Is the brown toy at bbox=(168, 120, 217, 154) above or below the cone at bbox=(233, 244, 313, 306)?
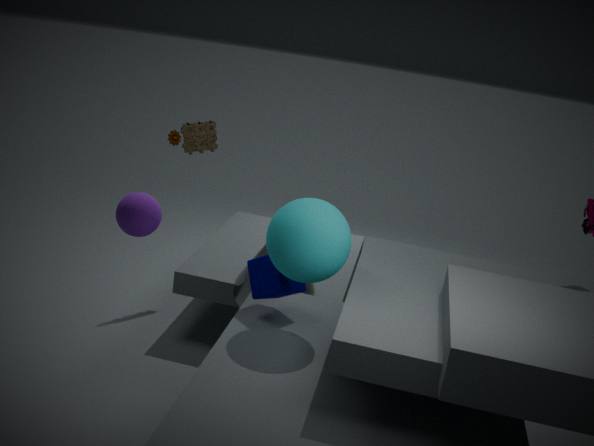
above
